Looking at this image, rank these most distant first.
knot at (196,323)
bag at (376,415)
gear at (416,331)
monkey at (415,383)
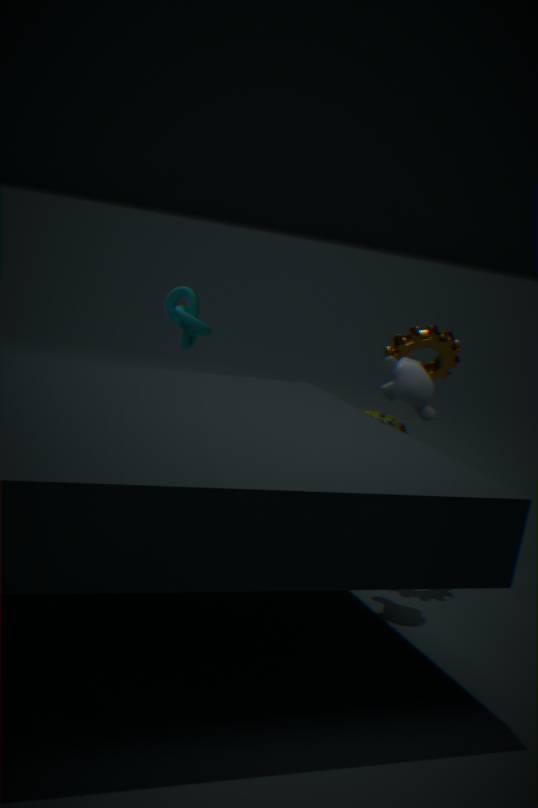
bag at (376,415) < knot at (196,323) < gear at (416,331) < monkey at (415,383)
